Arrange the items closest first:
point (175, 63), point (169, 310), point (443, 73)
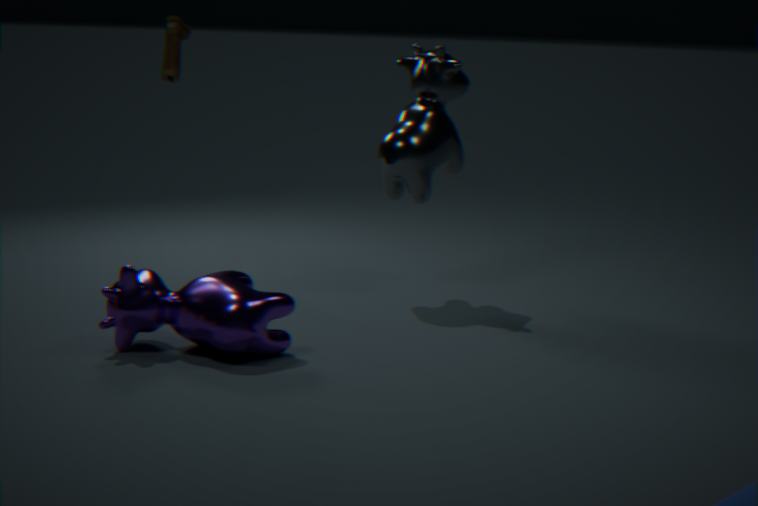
point (169, 310) → point (175, 63) → point (443, 73)
